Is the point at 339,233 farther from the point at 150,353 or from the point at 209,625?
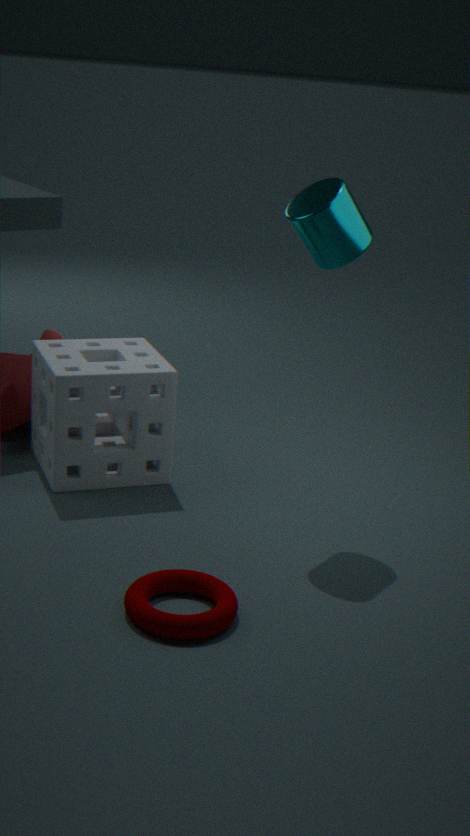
the point at 209,625
